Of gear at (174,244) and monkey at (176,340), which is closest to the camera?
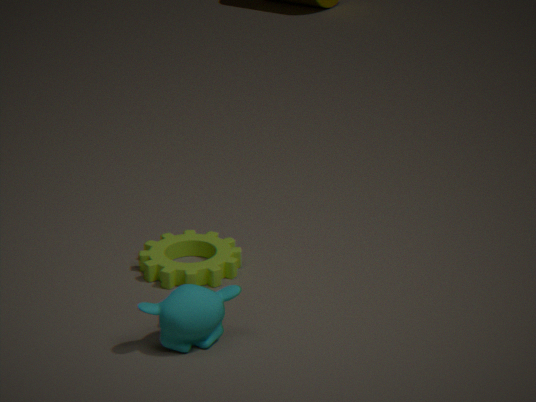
monkey at (176,340)
